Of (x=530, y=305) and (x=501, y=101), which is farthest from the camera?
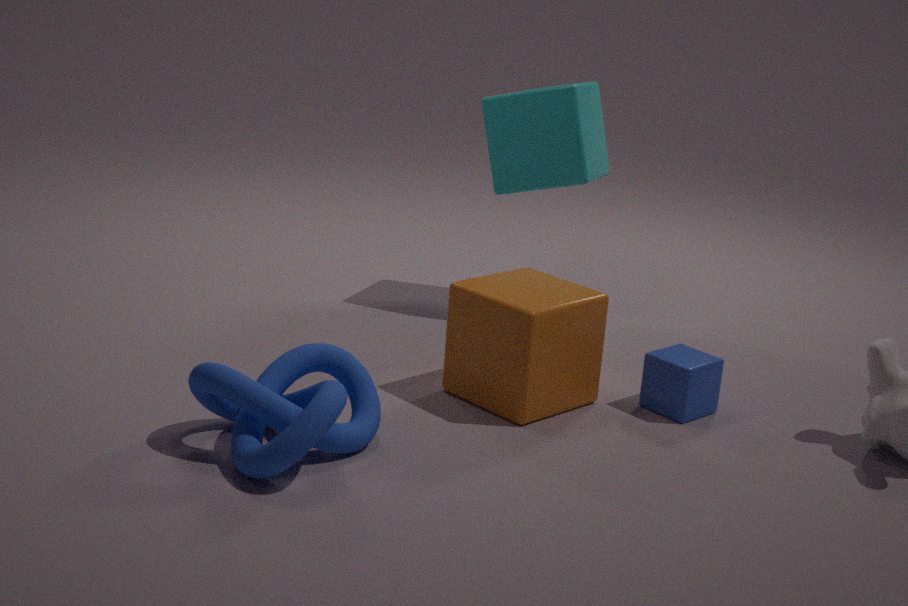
(x=501, y=101)
